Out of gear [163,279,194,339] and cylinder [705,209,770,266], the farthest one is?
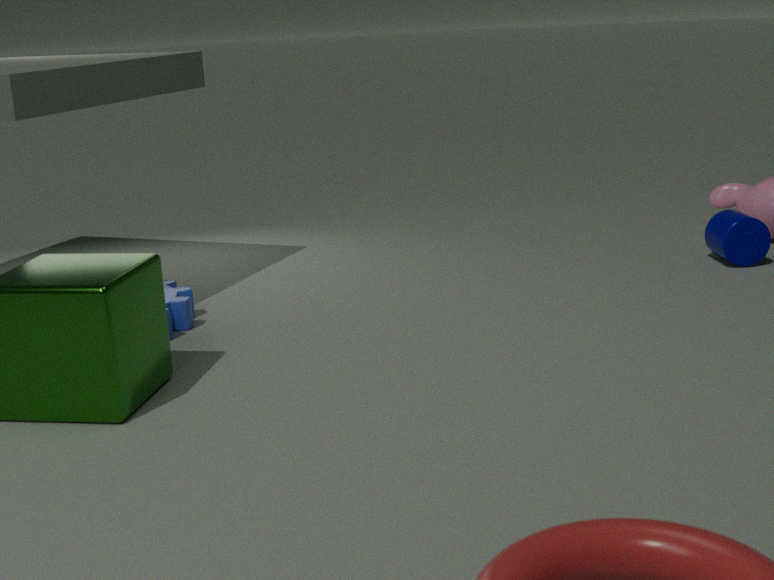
cylinder [705,209,770,266]
